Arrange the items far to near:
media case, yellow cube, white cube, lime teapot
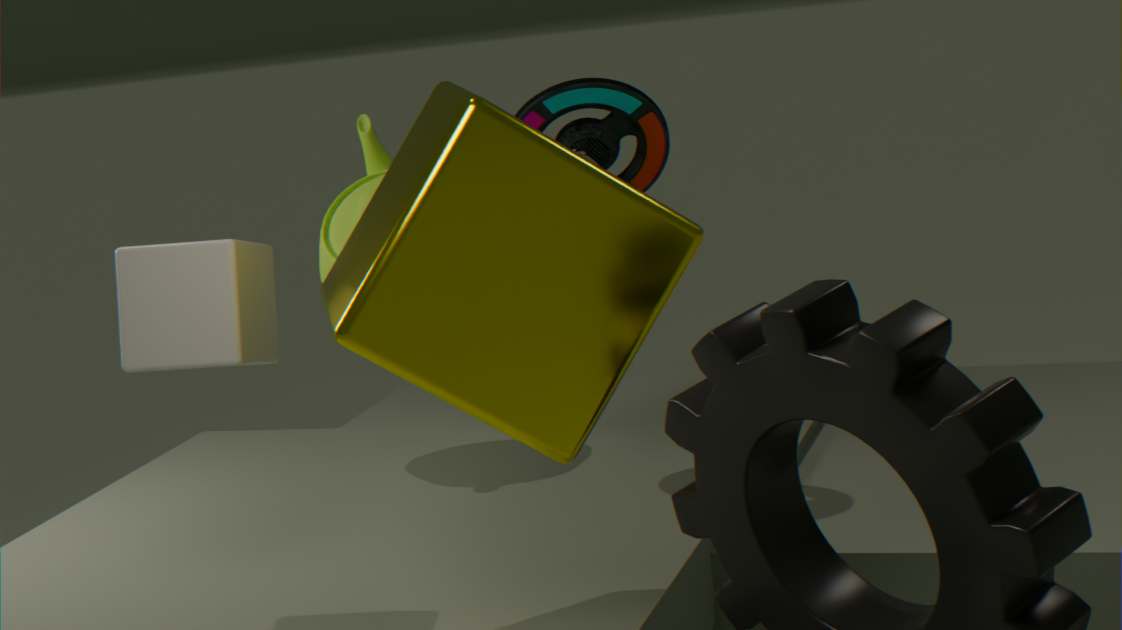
lime teapot → media case → white cube → yellow cube
